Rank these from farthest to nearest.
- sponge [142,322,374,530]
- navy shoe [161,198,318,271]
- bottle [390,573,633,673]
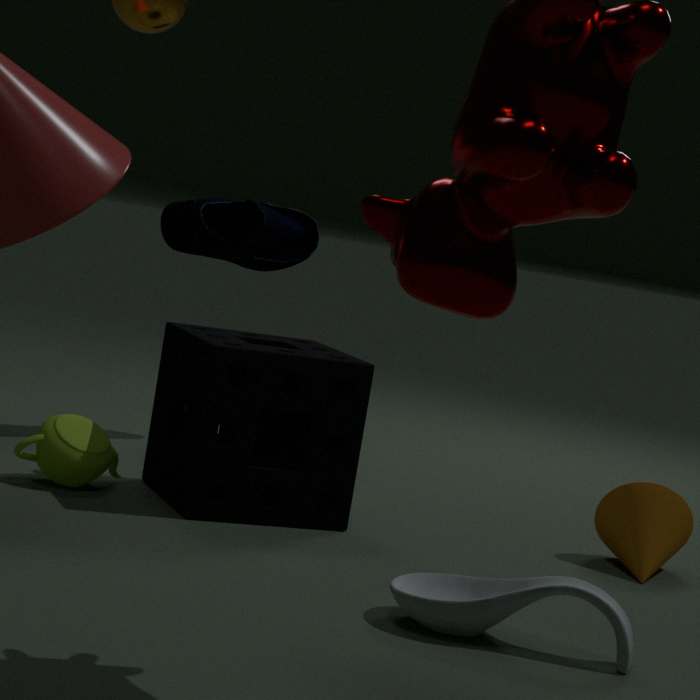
navy shoe [161,198,318,271] < sponge [142,322,374,530] < bottle [390,573,633,673]
